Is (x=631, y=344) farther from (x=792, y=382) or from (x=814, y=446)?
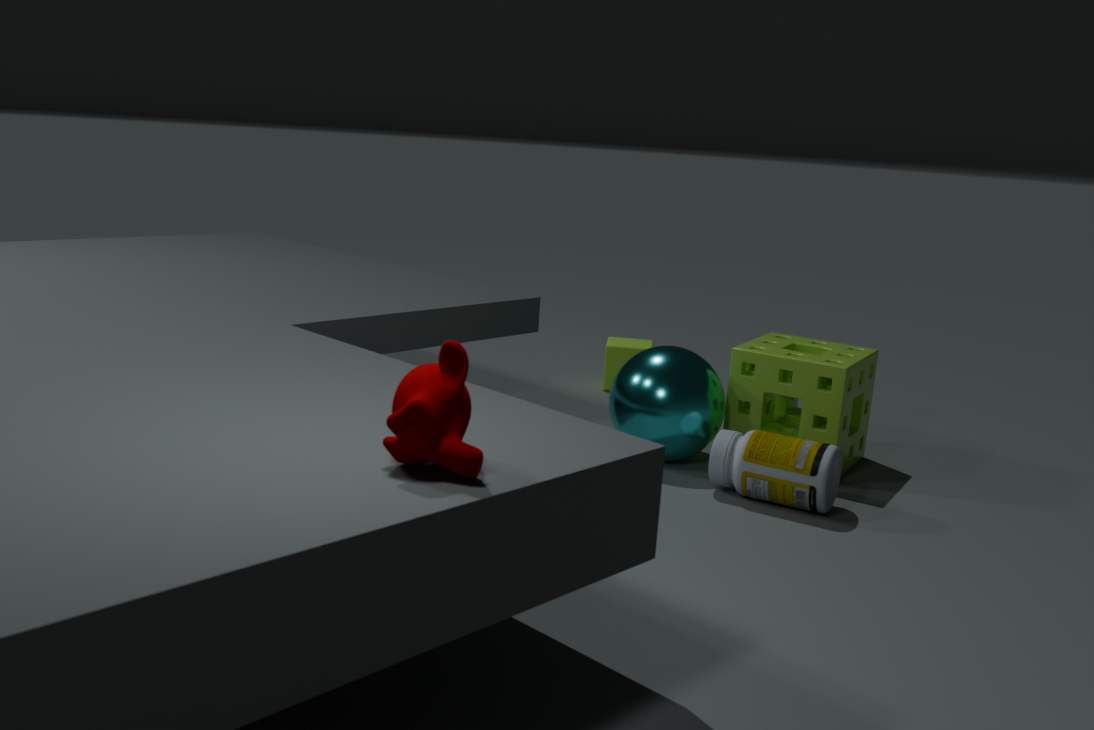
(x=814, y=446)
